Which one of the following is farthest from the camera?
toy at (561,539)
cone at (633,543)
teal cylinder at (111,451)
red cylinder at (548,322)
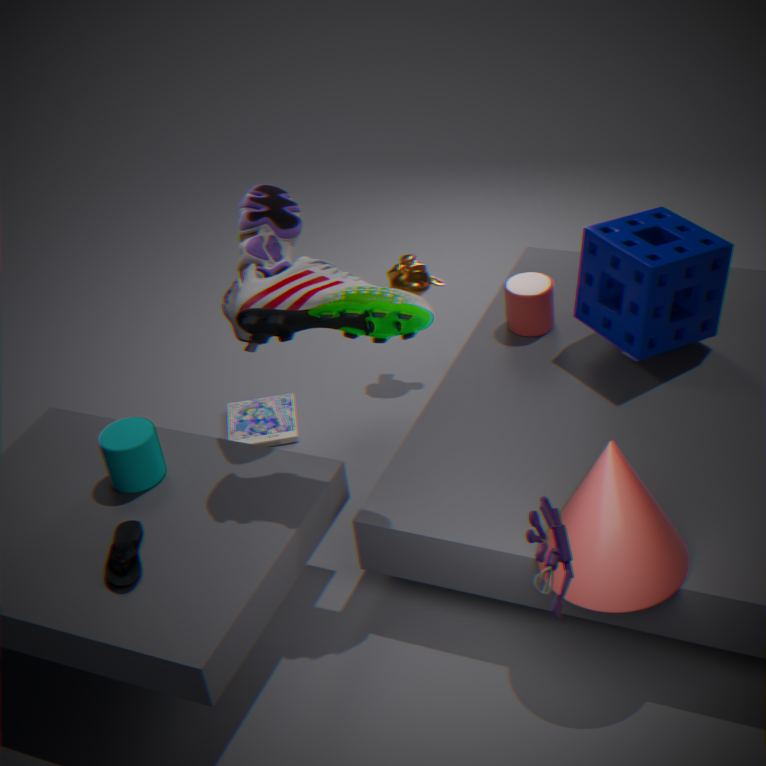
red cylinder at (548,322)
